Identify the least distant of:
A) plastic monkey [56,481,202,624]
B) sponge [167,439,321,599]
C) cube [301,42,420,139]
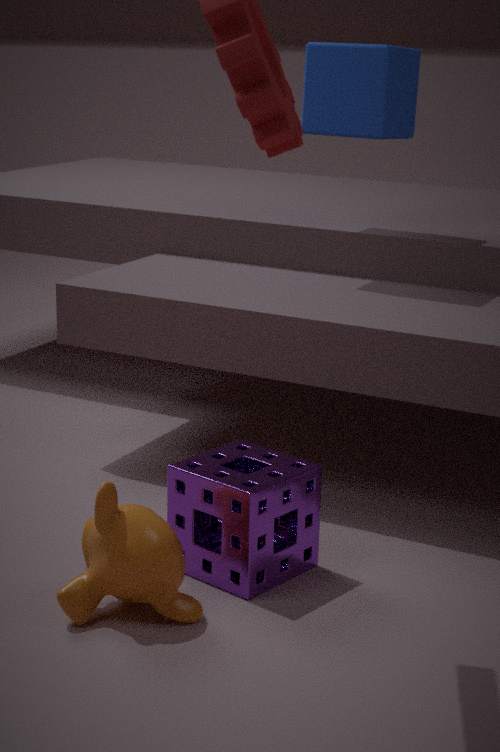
plastic monkey [56,481,202,624]
